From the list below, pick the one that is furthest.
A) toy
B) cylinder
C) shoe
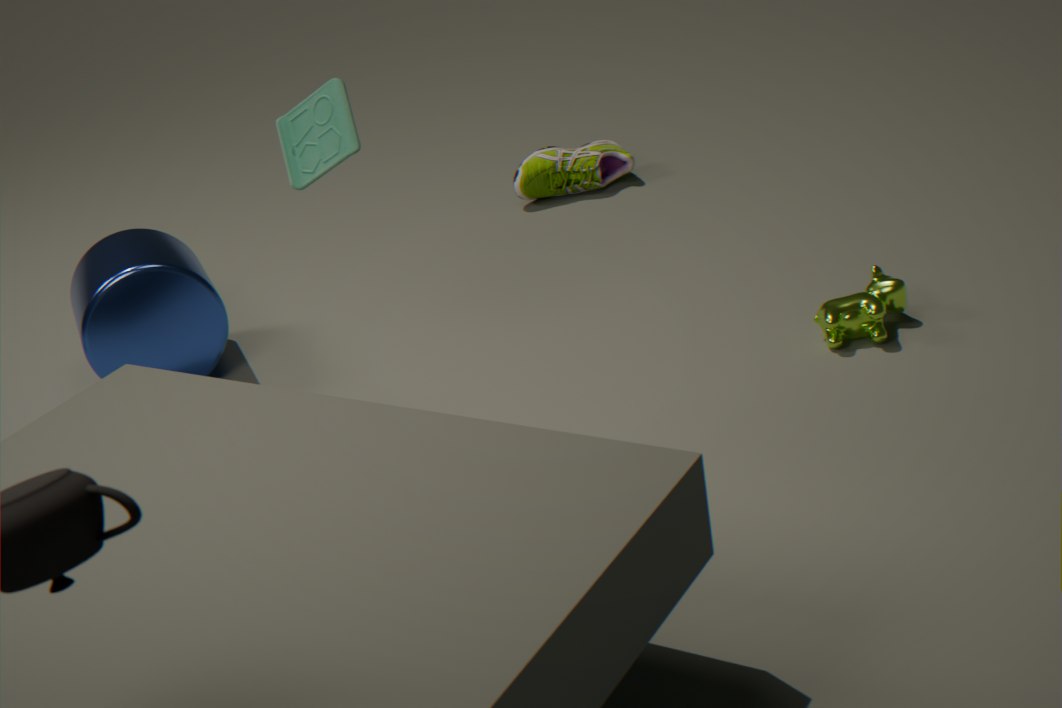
shoe
